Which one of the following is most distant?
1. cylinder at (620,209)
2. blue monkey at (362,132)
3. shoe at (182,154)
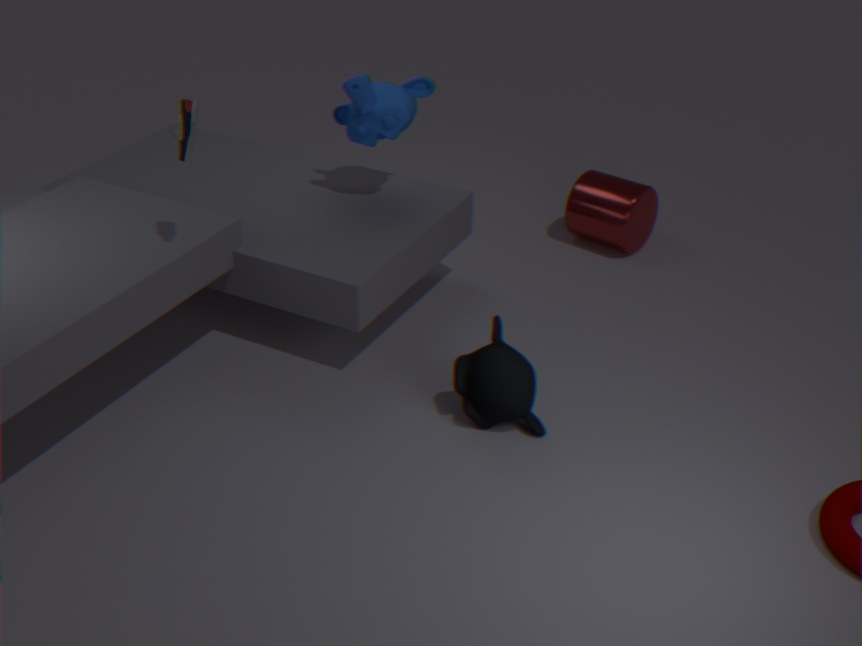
cylinder at (620,209)
